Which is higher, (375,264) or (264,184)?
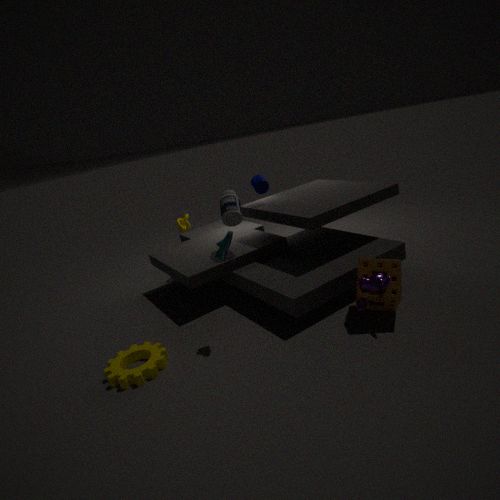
(264,184)
